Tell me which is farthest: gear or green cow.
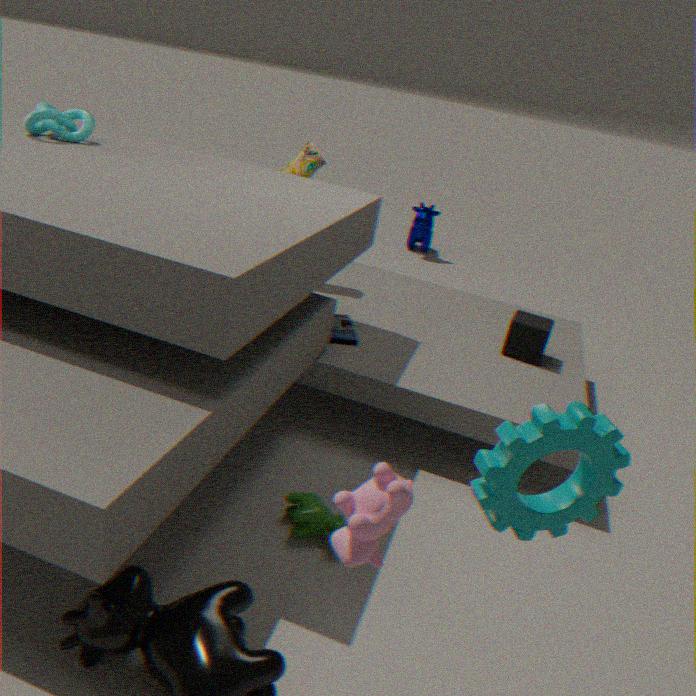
green cow
